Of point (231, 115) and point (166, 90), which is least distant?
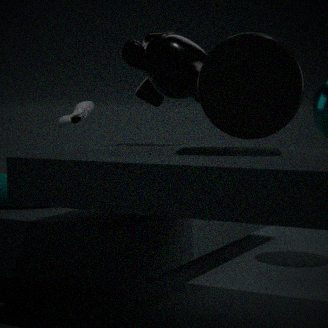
point (231, 115)
